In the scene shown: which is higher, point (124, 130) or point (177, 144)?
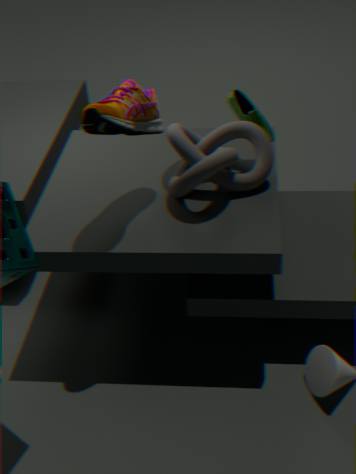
point (124, 130)
